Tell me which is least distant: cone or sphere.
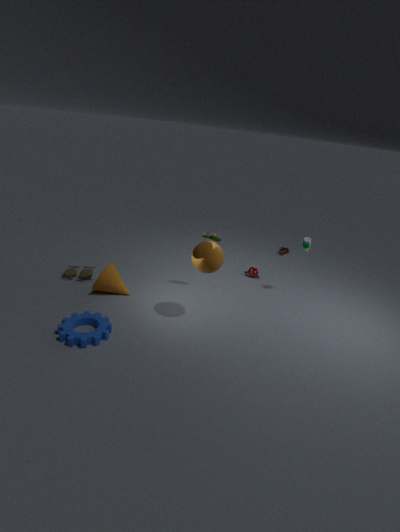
sphere
